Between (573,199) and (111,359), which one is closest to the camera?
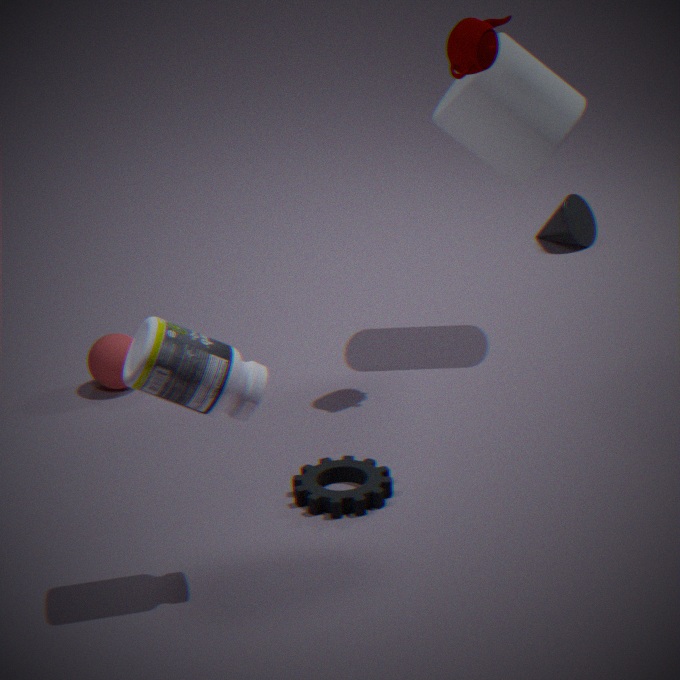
(111,359)
